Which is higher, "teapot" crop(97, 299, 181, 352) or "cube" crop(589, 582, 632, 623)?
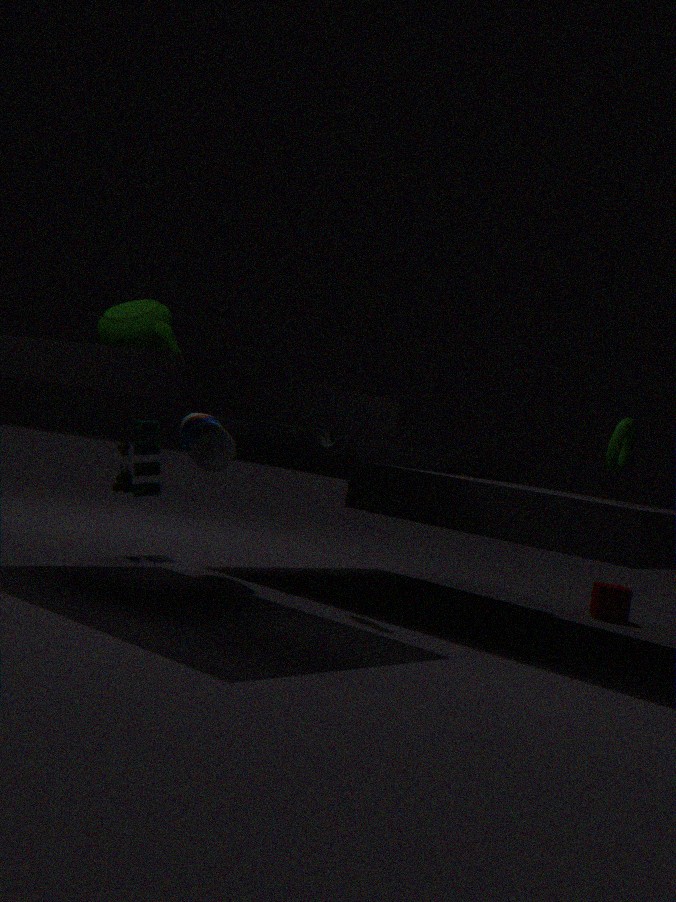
"teapot" crop(97, 299, 181, 352)
